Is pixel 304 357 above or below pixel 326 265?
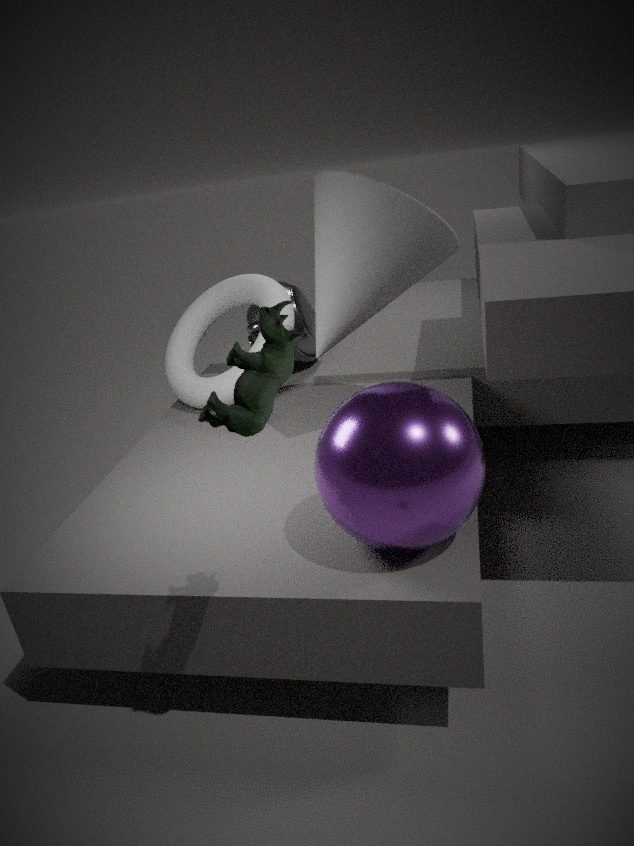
below
